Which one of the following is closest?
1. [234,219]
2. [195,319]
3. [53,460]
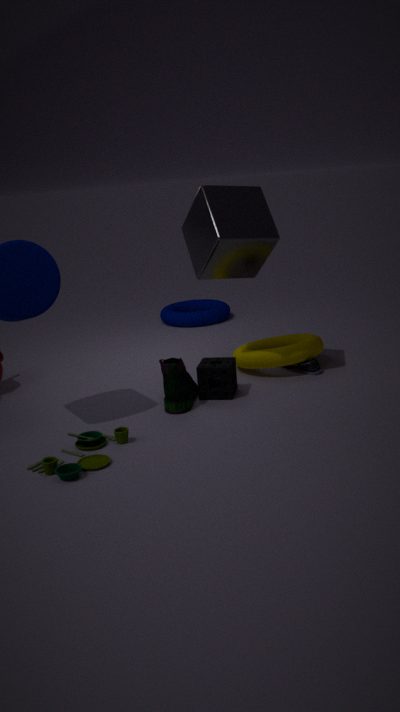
[53,460]
